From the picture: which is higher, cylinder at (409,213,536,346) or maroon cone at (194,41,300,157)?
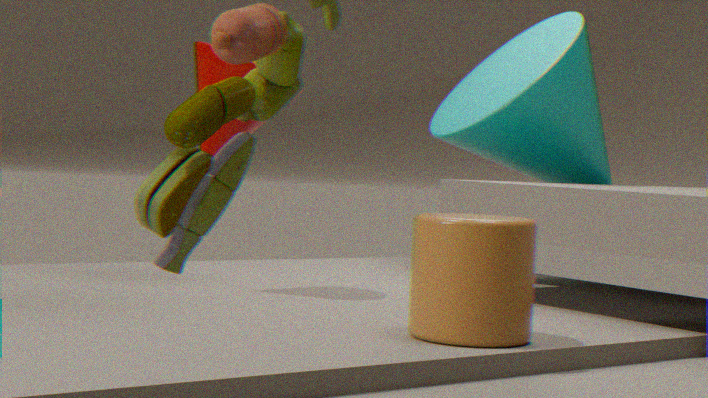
maroon cone at (194,41,300,157)
